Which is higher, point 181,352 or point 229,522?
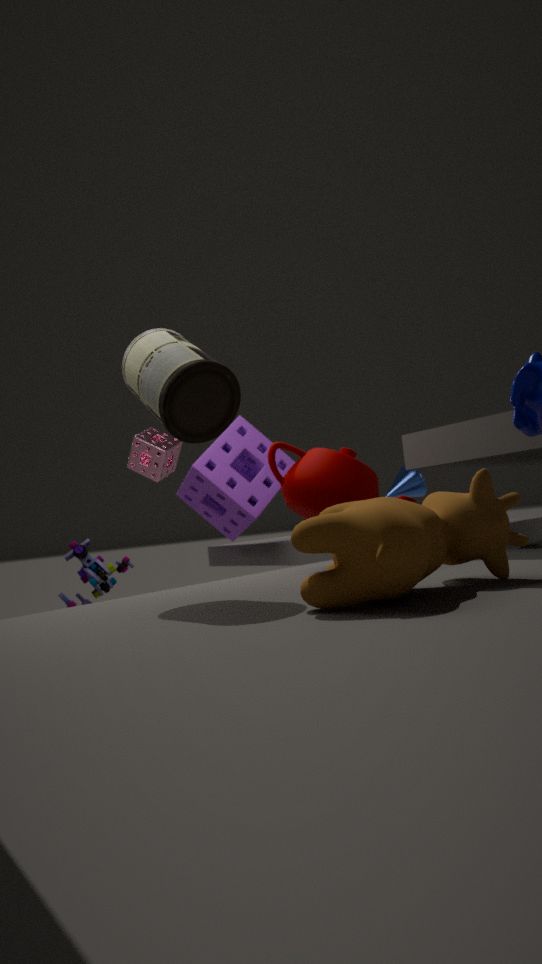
point 181,352
